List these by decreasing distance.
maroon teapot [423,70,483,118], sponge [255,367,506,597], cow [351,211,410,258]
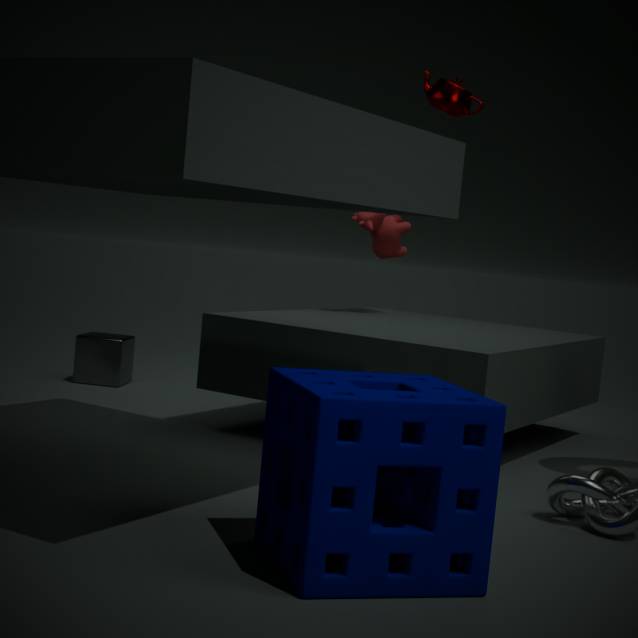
cow [351,211,410,258] < maroon teapot [423,70,483,118] < sponge [255,367,506,597]
